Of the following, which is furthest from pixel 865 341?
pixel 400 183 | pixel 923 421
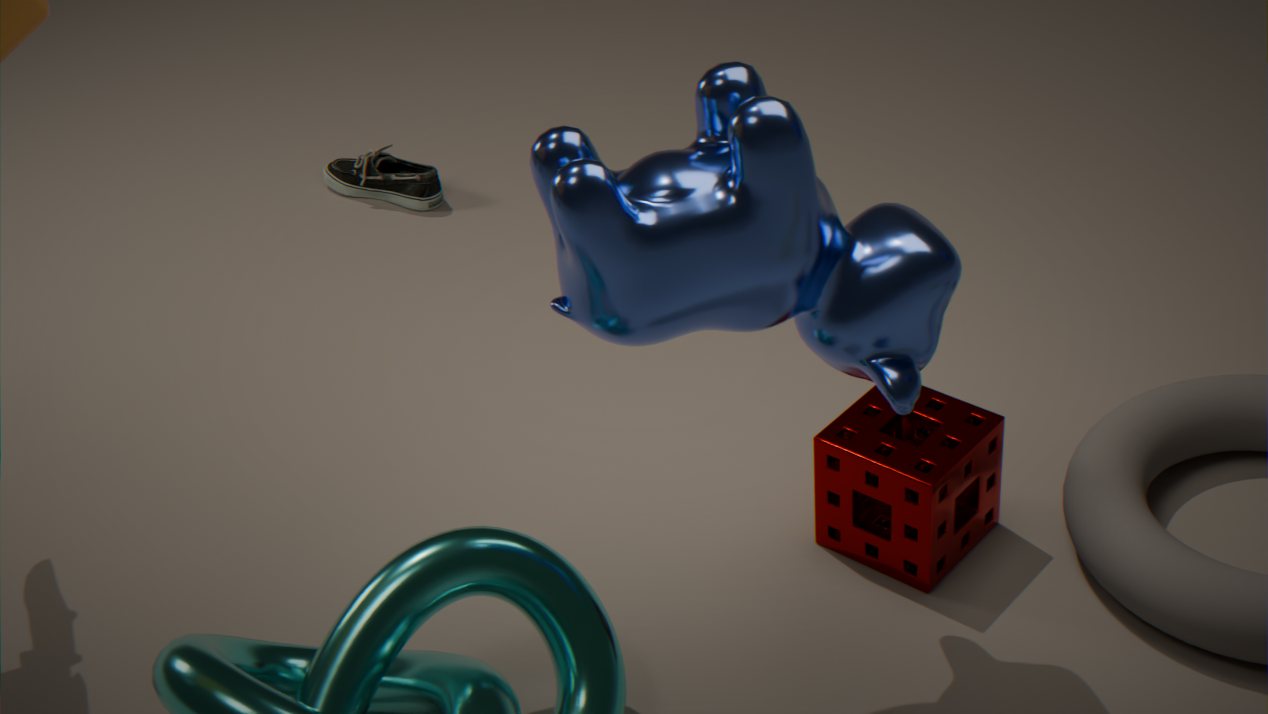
pixel 400 183
